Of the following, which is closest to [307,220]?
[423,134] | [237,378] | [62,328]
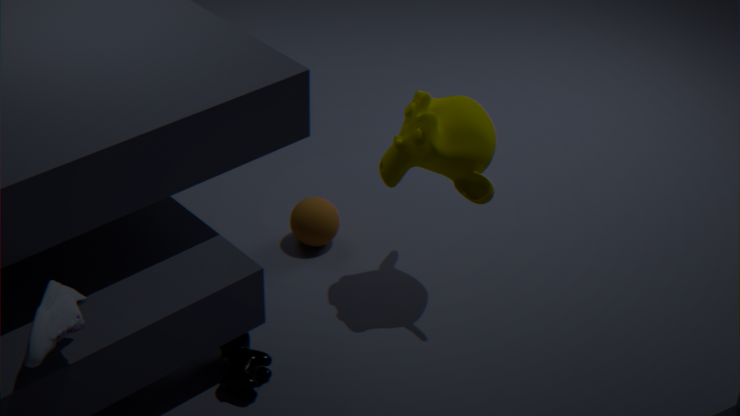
[423,134]
